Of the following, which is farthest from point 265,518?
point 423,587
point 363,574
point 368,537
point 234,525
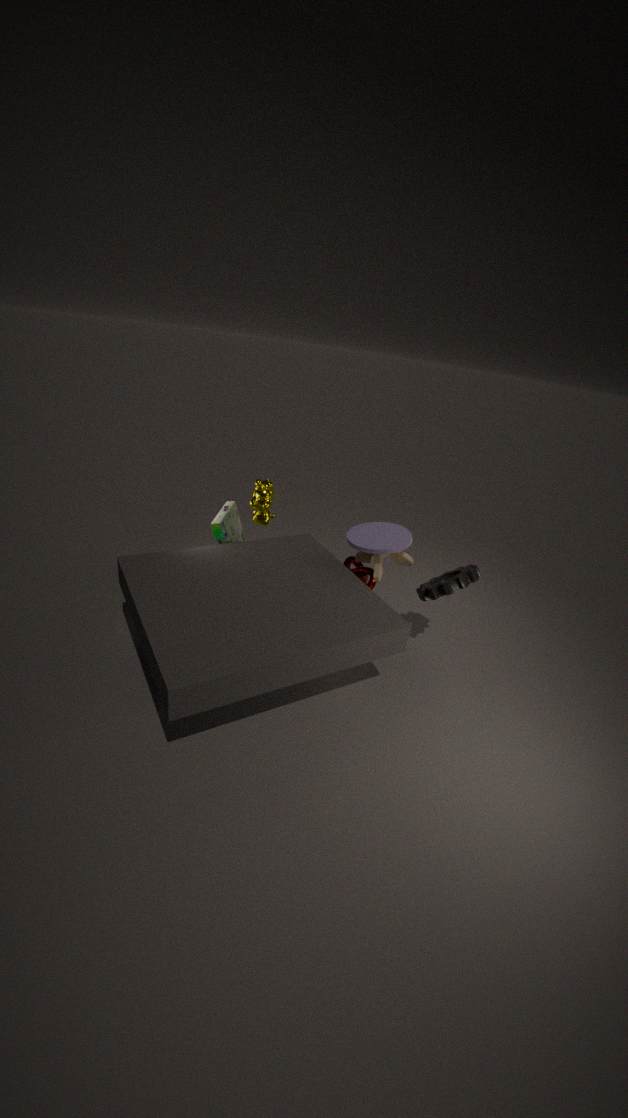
point 423,587
